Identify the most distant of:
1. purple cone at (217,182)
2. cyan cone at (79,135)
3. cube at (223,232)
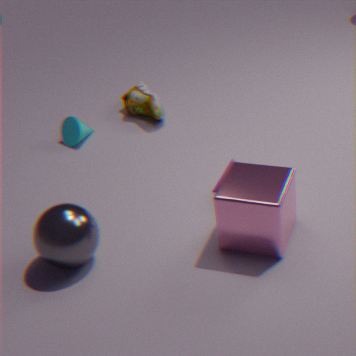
cyan cone at (79,135)
